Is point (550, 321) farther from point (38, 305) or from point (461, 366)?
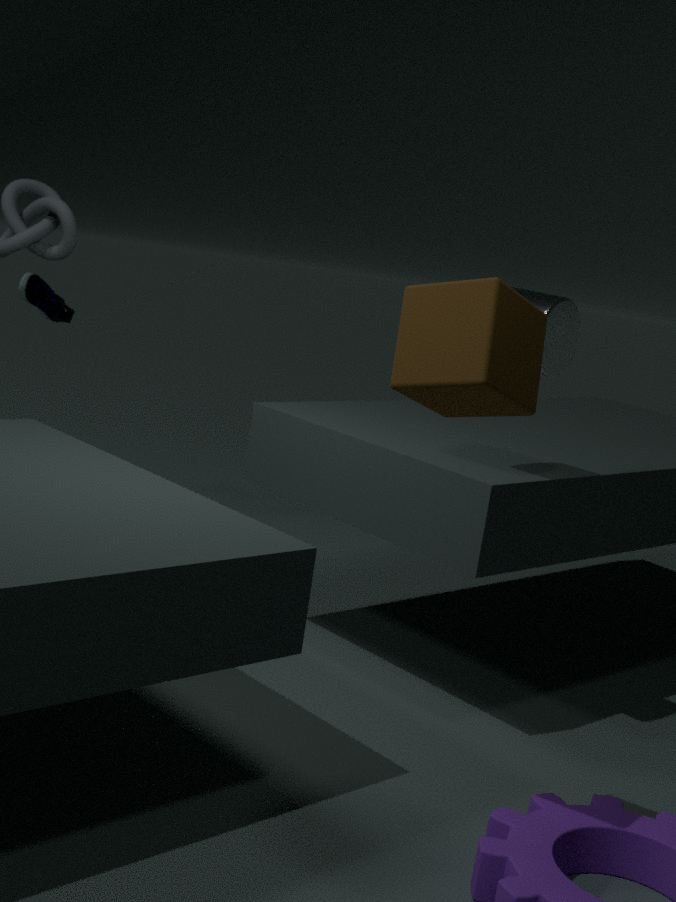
point (38, 305)
